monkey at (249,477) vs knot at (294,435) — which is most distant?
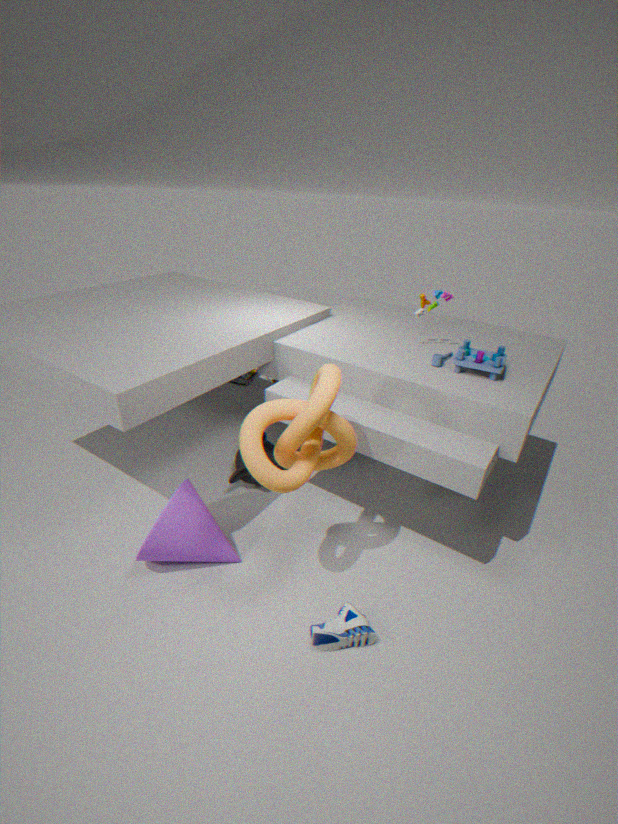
monkey at (249,477)
